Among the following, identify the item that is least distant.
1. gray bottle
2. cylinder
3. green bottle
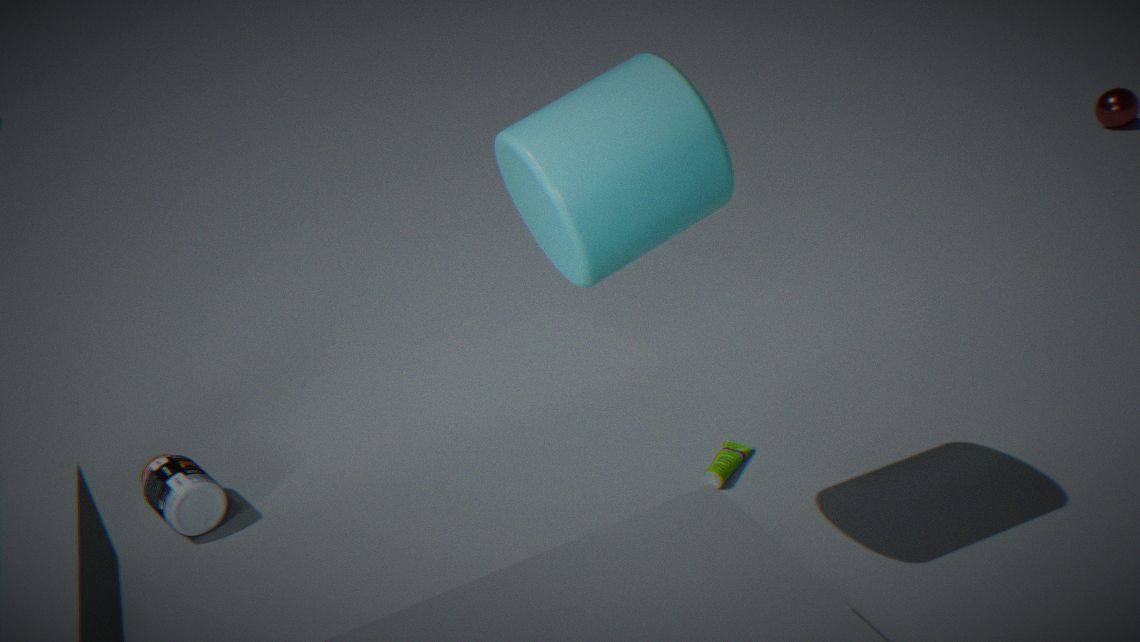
cylinder
